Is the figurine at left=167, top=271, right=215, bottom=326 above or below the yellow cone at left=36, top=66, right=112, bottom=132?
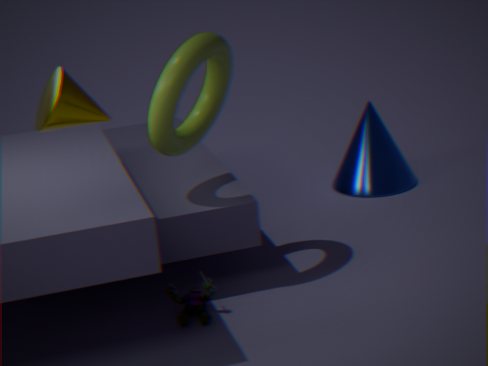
below
